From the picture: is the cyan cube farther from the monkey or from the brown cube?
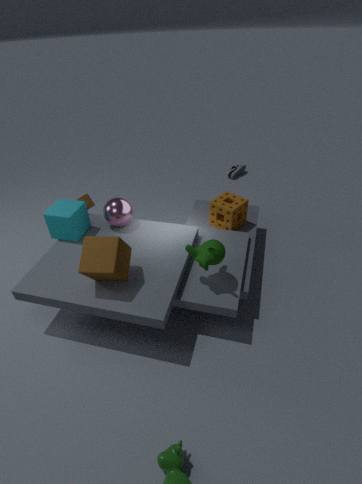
the monkey
